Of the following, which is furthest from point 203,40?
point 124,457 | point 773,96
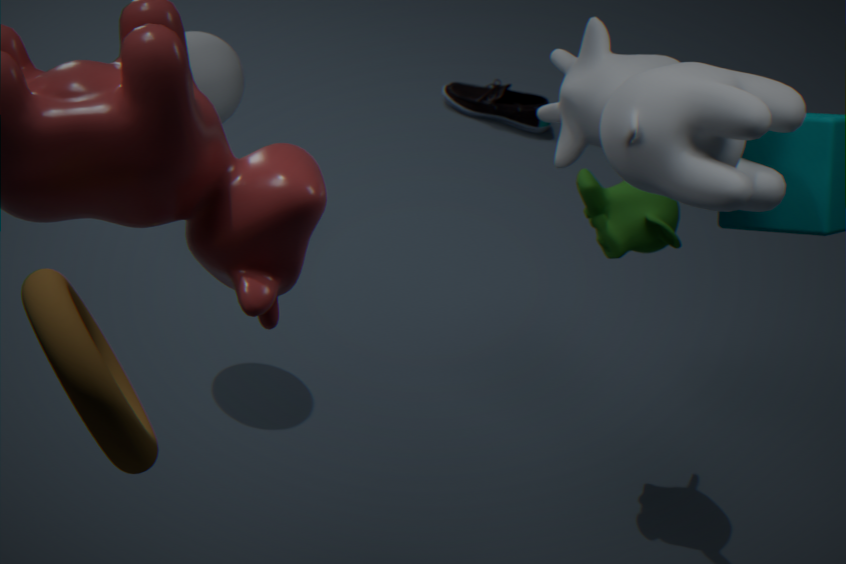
point 124,457
